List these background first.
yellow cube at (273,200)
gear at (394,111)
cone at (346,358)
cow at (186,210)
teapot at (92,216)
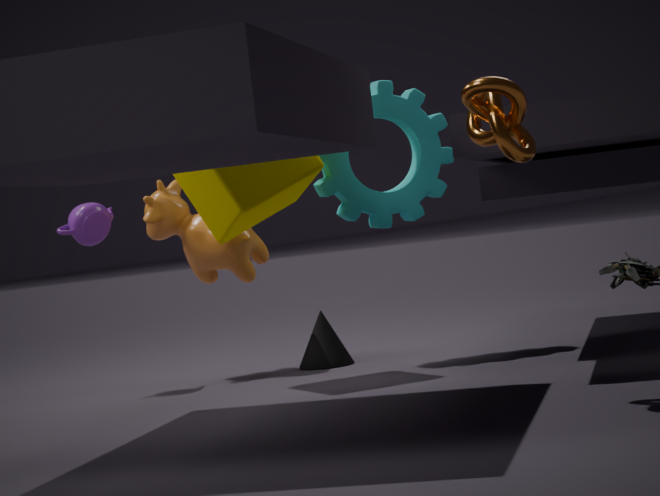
cone at (346,358) → cow at (186,210) → teapot at (92,216) → gear at (394,111) → yellow cube at (273,200)
